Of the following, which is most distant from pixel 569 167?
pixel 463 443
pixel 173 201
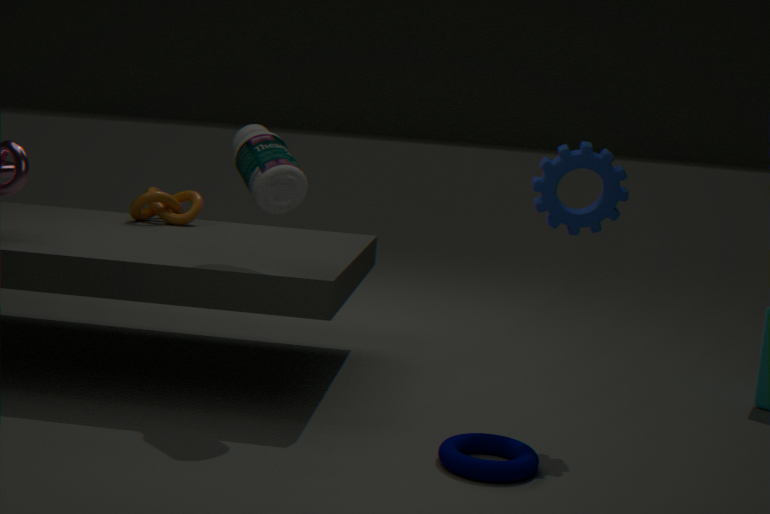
pixel 173 201
